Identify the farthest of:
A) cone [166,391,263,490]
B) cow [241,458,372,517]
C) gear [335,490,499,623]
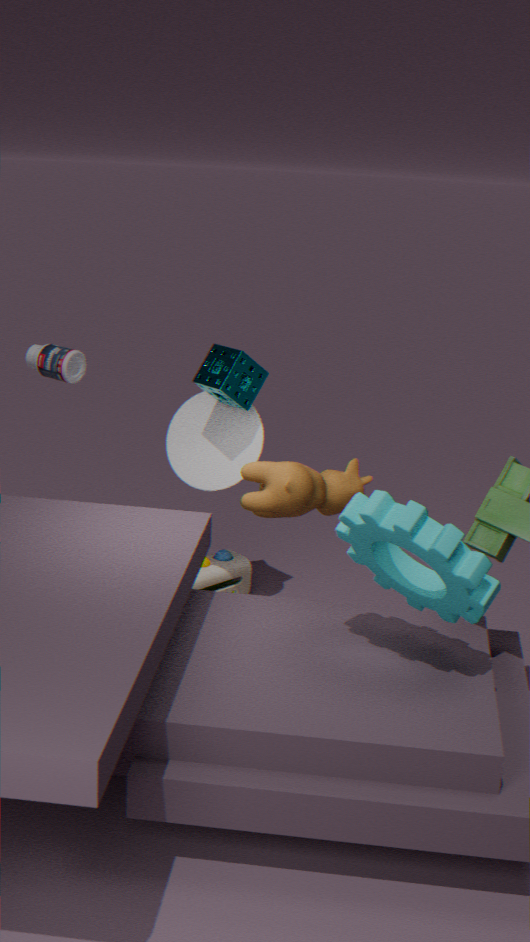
cone [166,391,263,490]
